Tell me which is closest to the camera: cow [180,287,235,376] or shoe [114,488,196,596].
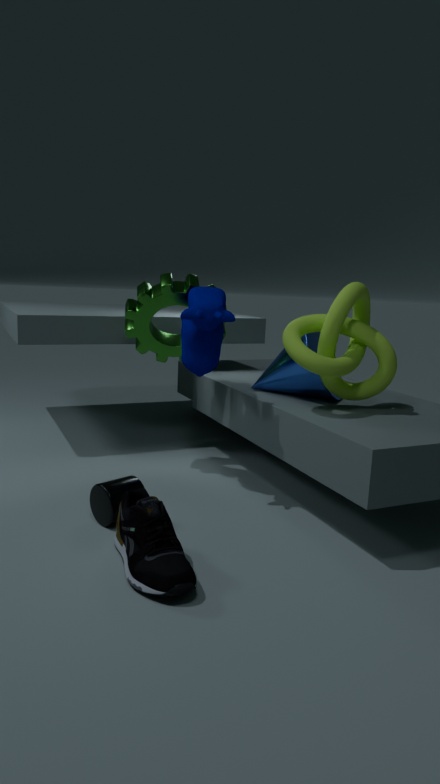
shoe [114,488,196,596]
